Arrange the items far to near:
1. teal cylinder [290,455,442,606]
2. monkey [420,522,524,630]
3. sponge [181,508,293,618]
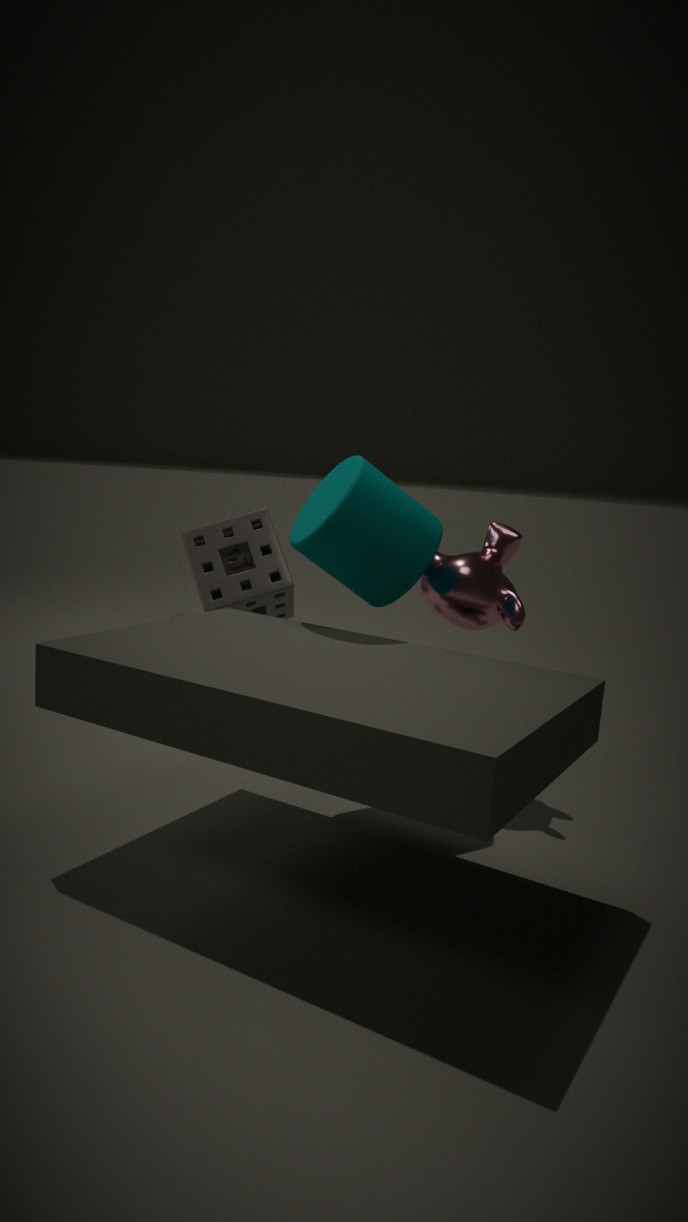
sponge [181,508,293,618] < monkey [420,522,524,630] < teal cylinder [290,455,442,606]
